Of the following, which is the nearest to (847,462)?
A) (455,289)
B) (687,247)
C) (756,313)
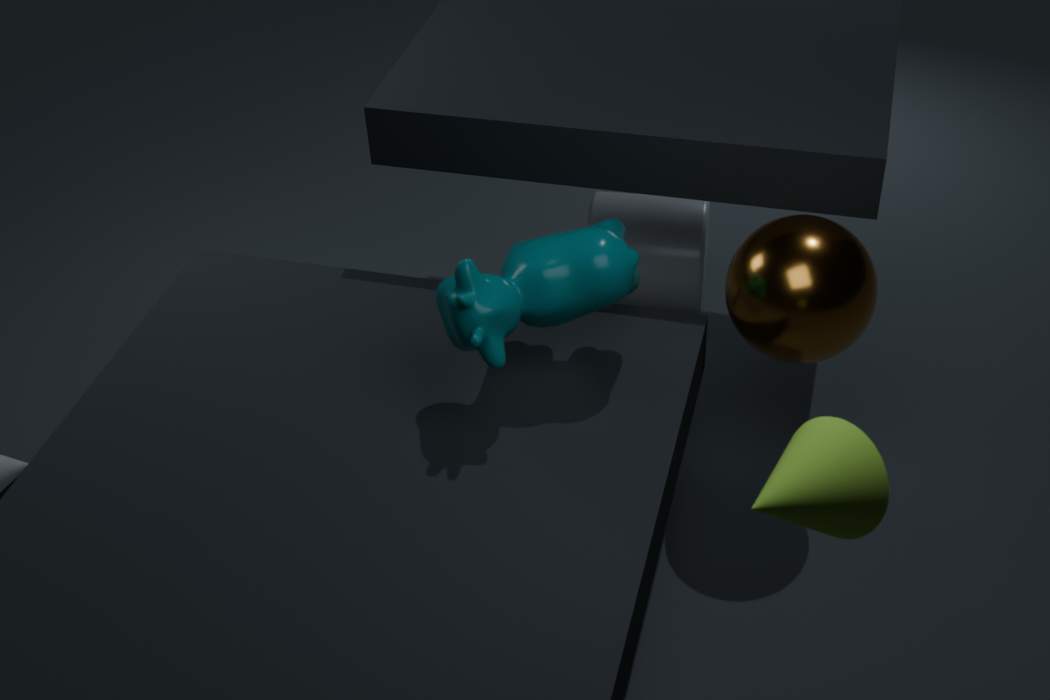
(455,289)
